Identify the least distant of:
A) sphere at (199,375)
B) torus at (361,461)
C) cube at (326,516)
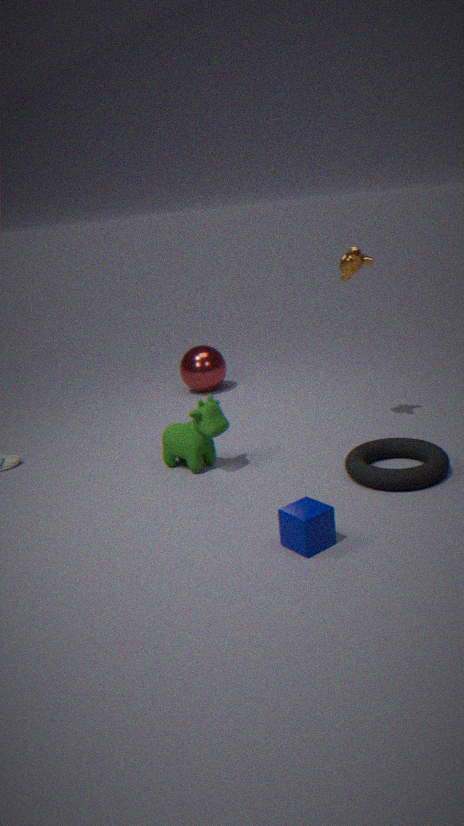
cube at (326,516)
